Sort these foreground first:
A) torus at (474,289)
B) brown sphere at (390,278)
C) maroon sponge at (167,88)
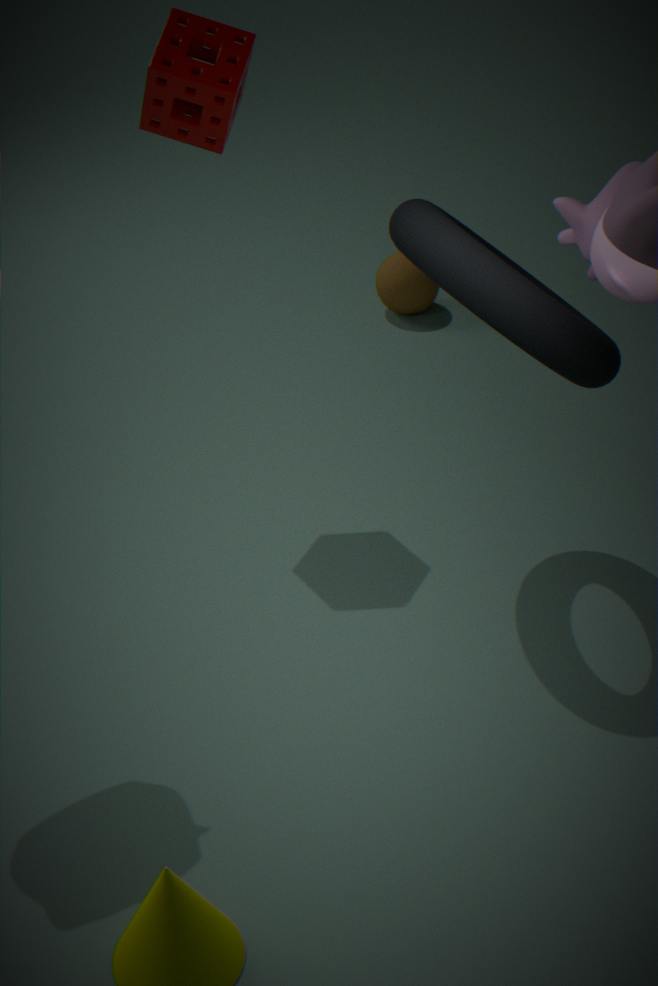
torus at (474,289) → maroon sponge at (167,88) → brown sphere at (390,278)
